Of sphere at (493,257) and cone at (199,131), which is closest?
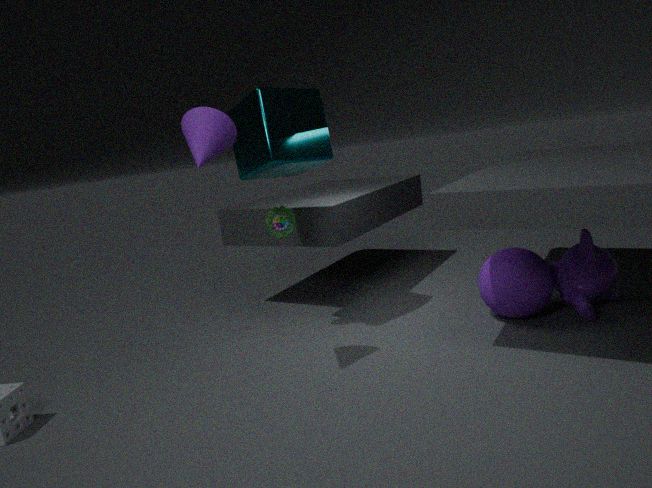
cone at (199,131)
